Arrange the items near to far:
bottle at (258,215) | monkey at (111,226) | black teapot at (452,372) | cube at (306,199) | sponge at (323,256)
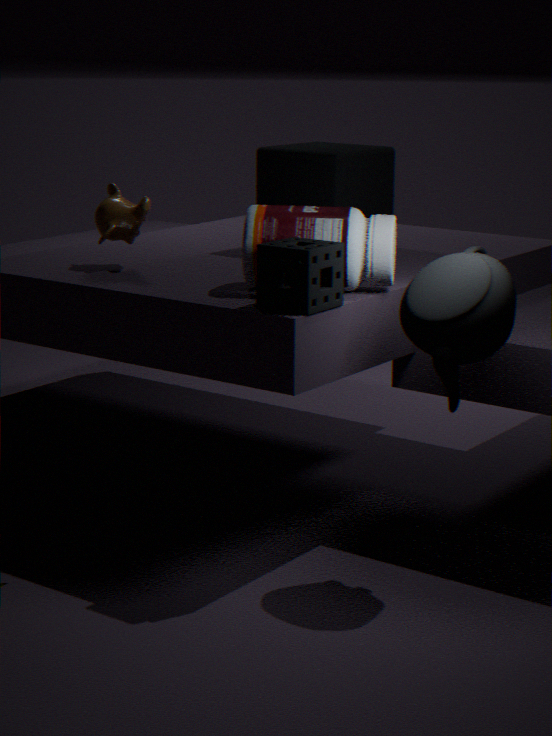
black teapot at (452,372) < sponge at (323,256) < bottle at (258,215) < monkey at (111,226) < cube at (306,199)
